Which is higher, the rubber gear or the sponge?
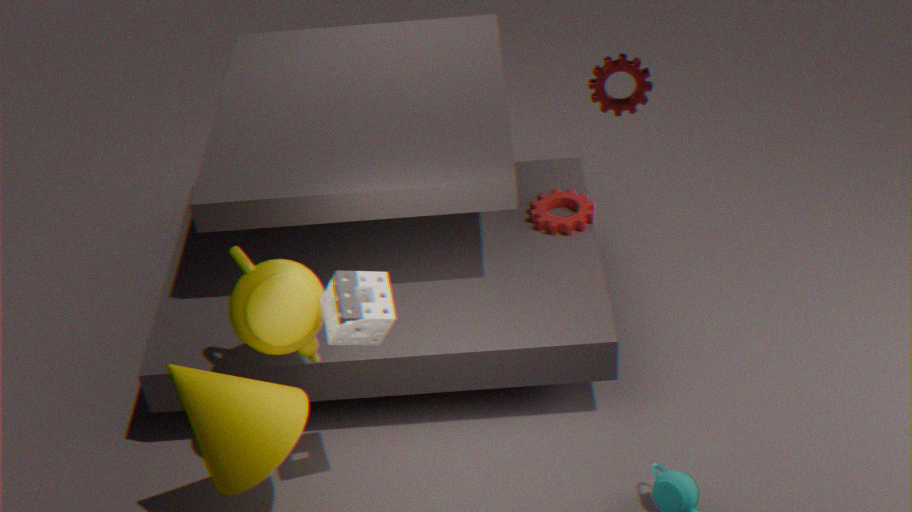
the sponge
